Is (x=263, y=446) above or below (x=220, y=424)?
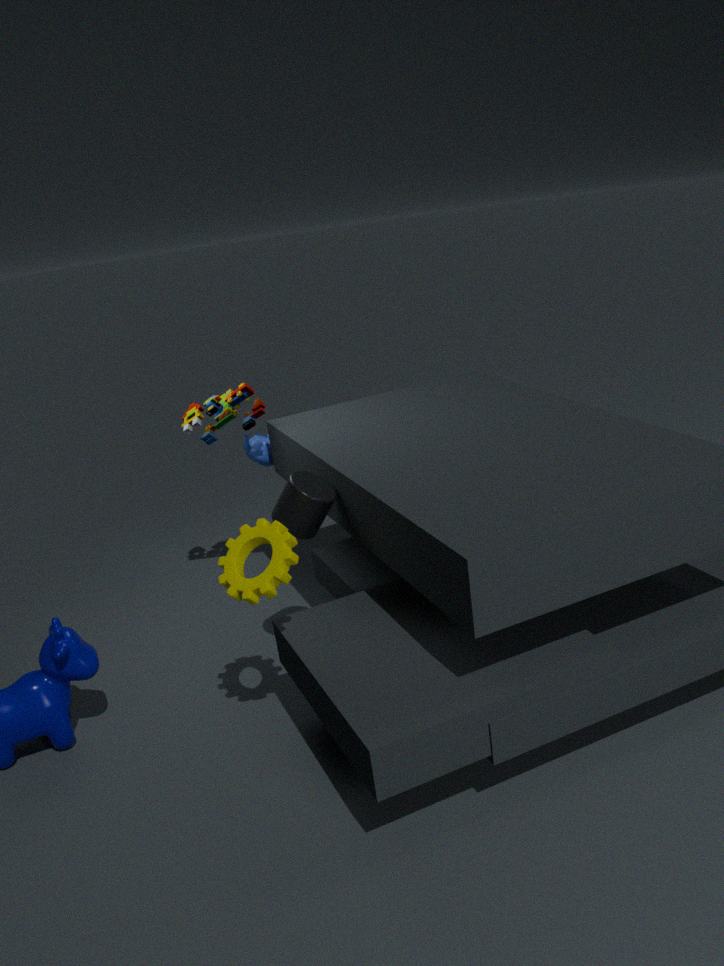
below
